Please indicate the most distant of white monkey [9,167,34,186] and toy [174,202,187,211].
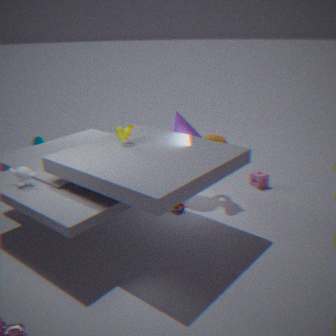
toy [174,202,187,211]
